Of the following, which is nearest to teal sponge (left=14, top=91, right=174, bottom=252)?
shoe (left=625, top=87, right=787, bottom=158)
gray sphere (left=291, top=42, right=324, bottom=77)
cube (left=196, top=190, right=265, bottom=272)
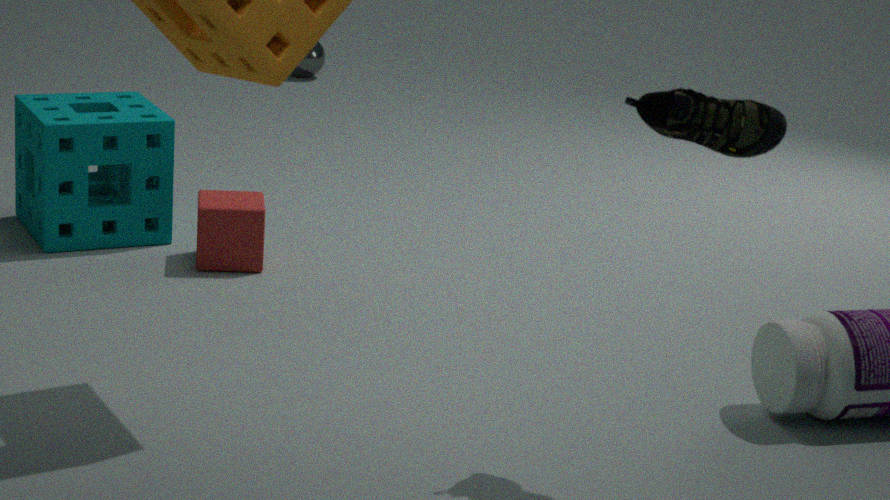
cube (left=196, top=190, right=265, bottom=272)
